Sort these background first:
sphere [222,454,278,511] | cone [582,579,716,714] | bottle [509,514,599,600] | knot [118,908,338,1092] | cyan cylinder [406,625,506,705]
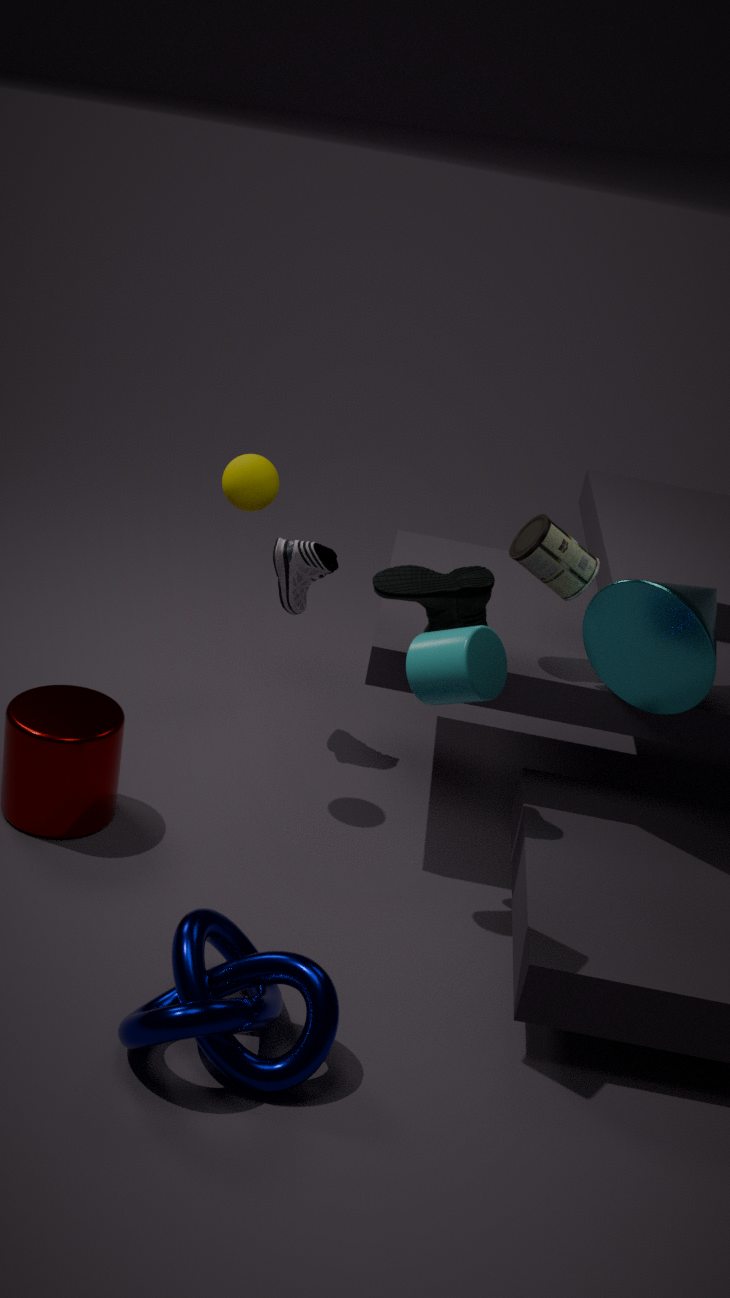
sphere [222,454,278,511]
bottle [509,514,599,600]
cone [582,579,716,714]
knot [118,908,338,1092]
cyan cylinder [406,625,506,705]
